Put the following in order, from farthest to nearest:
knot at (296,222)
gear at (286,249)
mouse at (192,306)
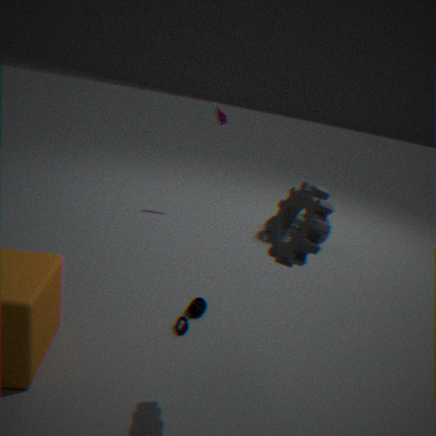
1. knot at (296,222)
2. mouse at (192,306)
3. gear at (286,249)
